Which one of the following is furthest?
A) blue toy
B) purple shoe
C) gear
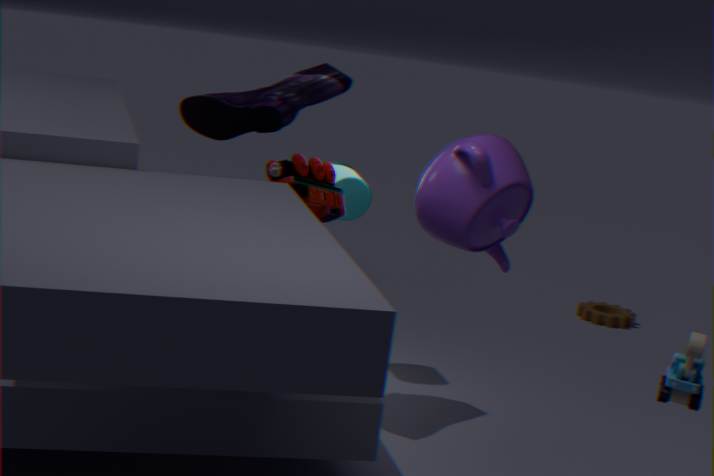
gear
